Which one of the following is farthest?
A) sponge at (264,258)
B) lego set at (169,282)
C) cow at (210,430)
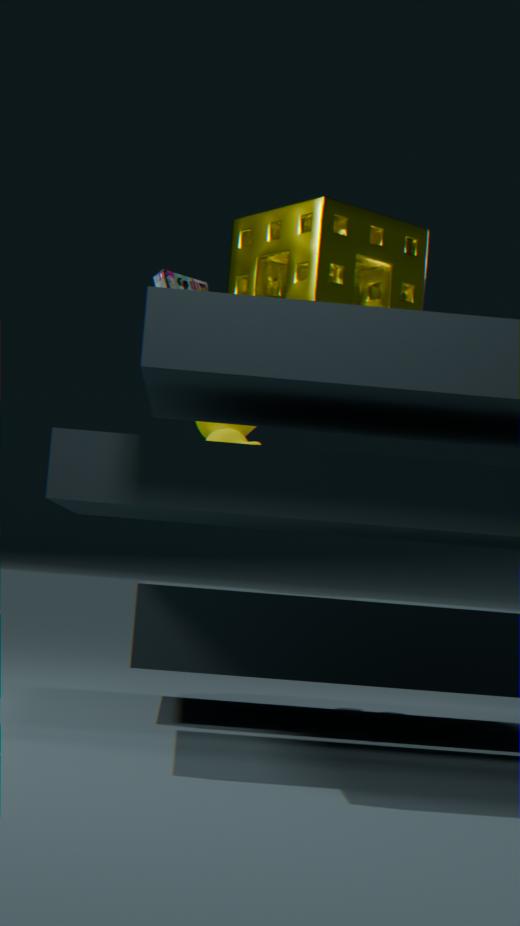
cow at (210,430)
